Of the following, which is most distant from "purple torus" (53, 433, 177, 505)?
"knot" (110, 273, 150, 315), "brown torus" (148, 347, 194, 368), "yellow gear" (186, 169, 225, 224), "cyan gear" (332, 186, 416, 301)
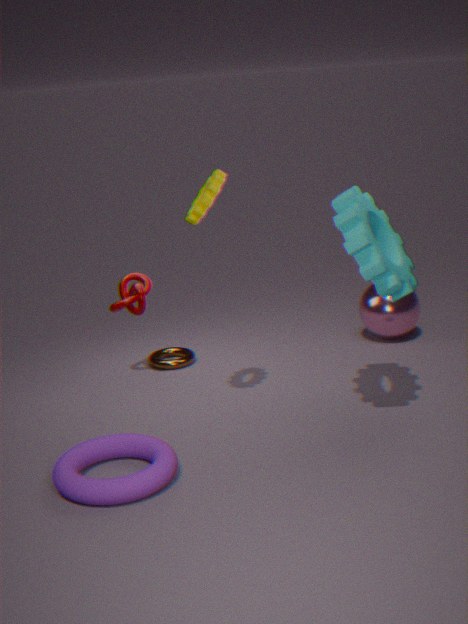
"cyan gear" (332, 186, 416, 301)
